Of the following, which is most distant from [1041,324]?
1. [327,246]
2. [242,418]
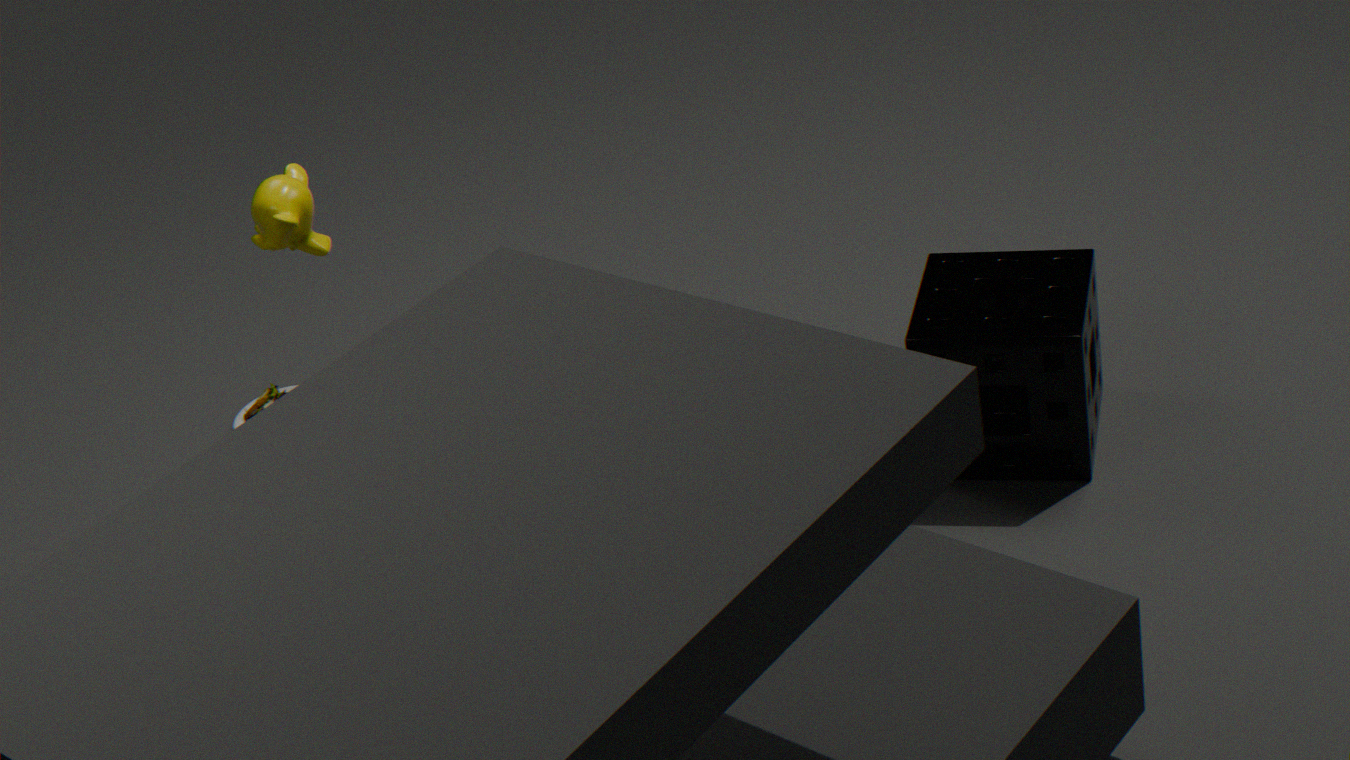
[242,418]
